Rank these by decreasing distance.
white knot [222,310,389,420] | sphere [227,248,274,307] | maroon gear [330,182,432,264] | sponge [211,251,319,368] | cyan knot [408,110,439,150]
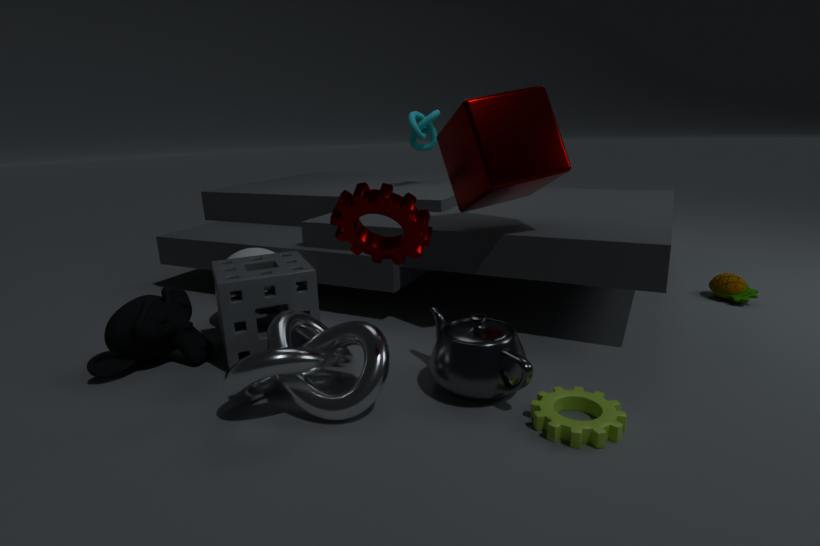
cyan knot [408,110,439,150], sphere [227,248,274,307], sponge [211,251,319,368], white knot [222,310,389,420], maroon gear [330,182,432,264]
